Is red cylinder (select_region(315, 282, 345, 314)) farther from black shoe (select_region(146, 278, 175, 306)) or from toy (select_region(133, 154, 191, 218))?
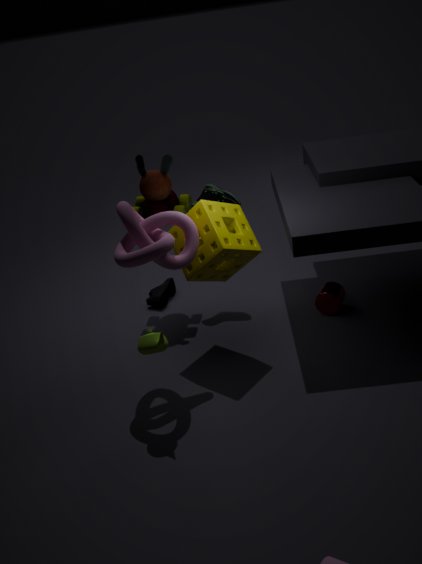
black shoe (select_region(146, 278, 175, 306))
